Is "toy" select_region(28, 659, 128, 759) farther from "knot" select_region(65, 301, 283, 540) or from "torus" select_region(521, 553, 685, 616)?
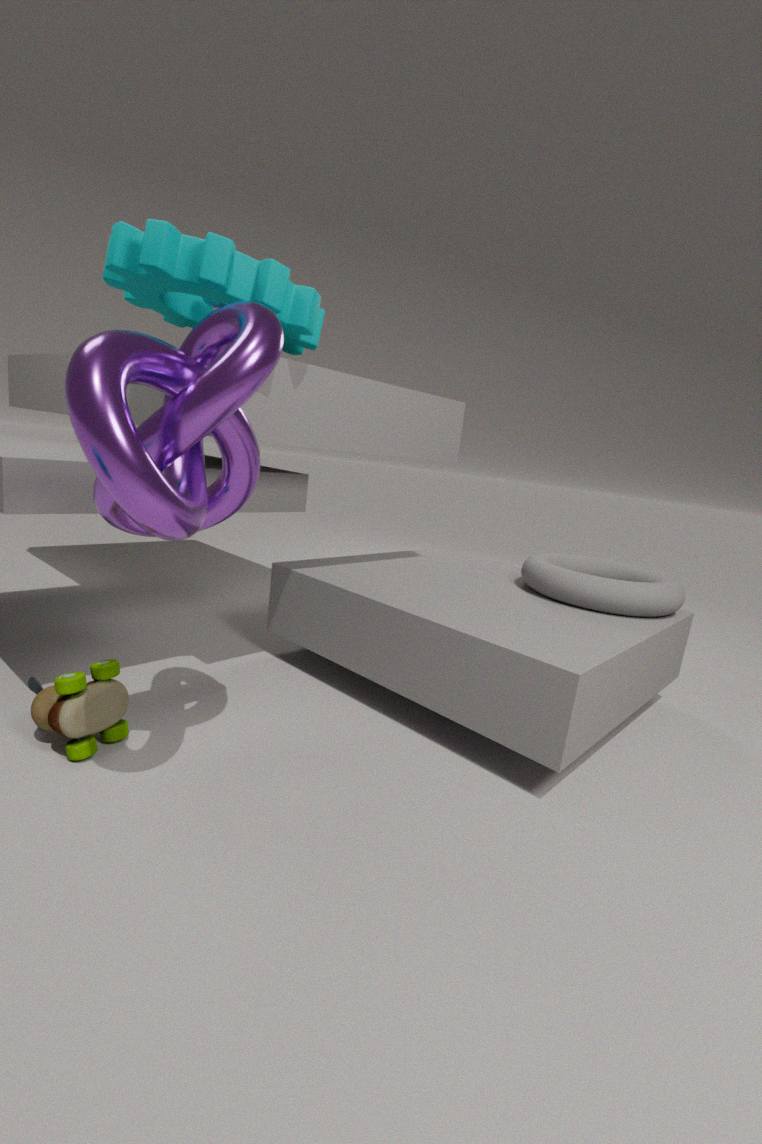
"torus" select_region(521, 553, 685, 616)
